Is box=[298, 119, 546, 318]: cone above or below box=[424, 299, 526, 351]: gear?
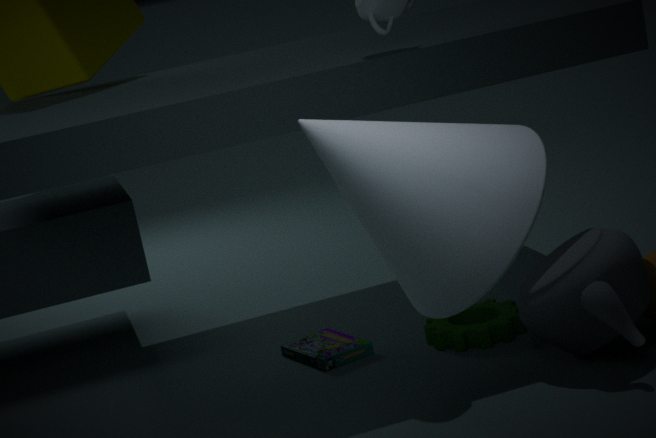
above
